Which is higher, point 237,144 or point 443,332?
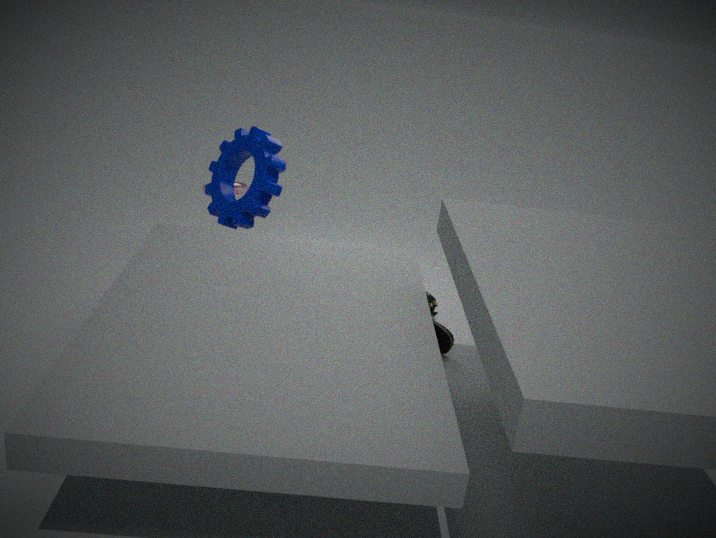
point 237,144
